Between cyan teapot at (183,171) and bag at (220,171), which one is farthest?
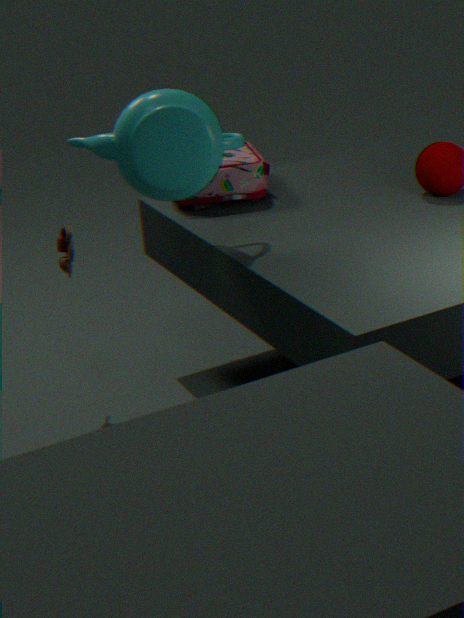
bag at (220,171)
